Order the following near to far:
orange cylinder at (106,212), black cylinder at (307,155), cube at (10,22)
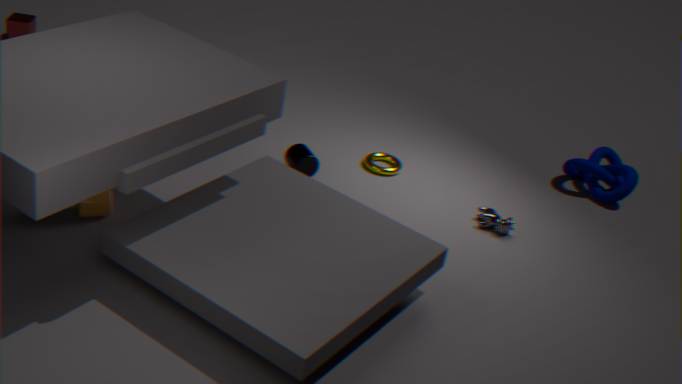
orange cylinder at (106,212), black cylinder at (307,155), cube at (10,22)
